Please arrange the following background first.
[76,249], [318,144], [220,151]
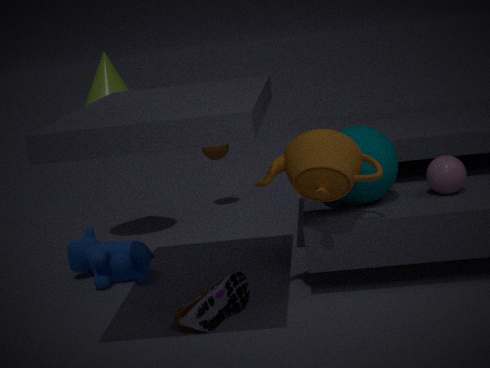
1. [220,151]
2. [76,249]
3. [318,144]
